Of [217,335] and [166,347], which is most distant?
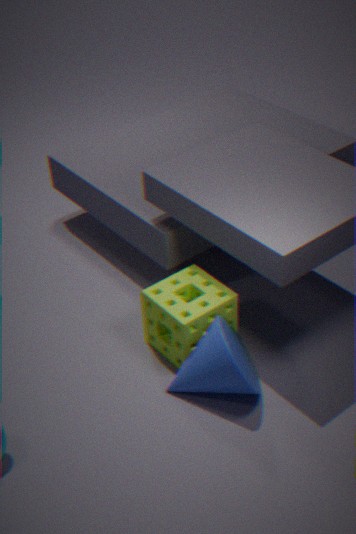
[166,347]
